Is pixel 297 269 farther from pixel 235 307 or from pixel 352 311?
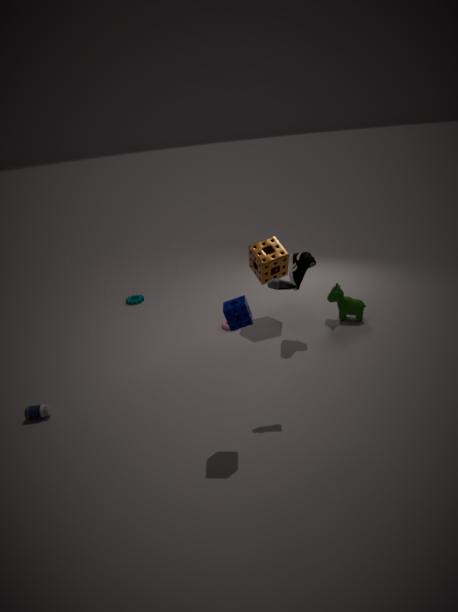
pixel 235 307
